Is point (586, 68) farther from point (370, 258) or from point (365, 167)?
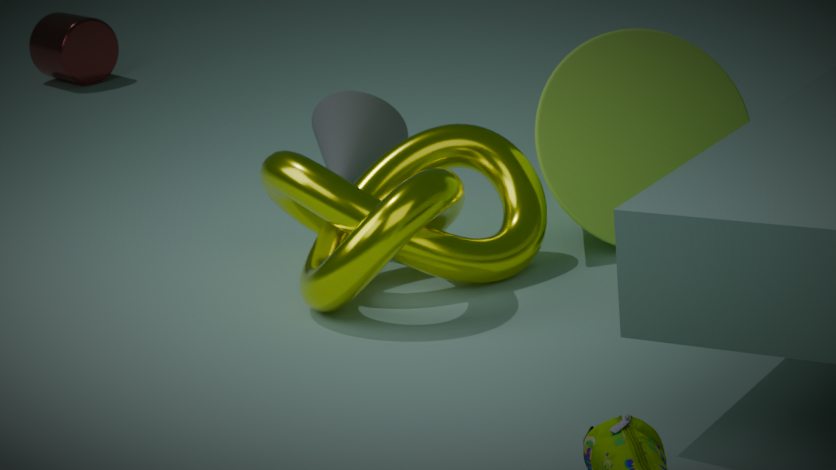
point (365, 167)
